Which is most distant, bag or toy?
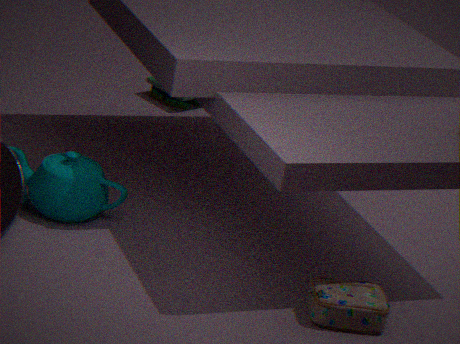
toy
